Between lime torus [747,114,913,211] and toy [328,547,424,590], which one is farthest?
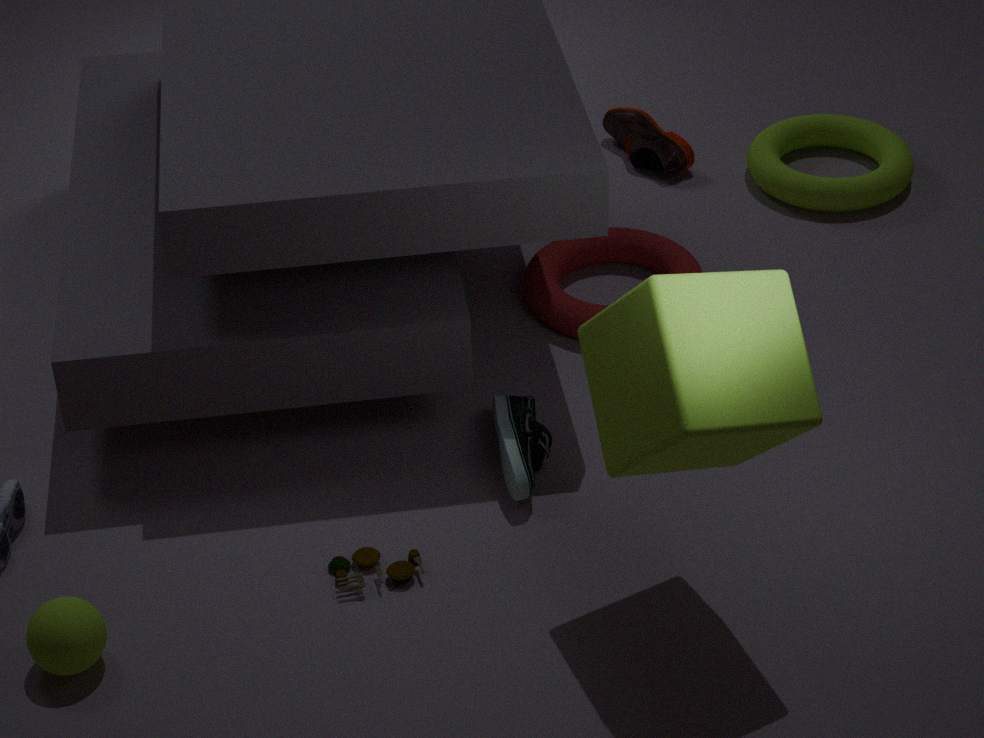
lime torus [747,114,913,211]
